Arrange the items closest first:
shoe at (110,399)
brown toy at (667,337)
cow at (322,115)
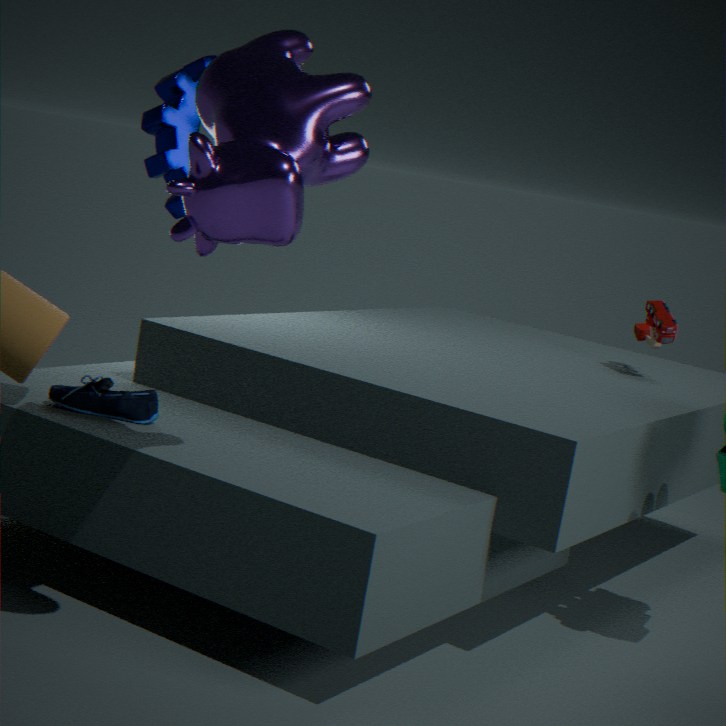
cow at (322,115)
shoe at (110,399)
brown toy at (667,337)
